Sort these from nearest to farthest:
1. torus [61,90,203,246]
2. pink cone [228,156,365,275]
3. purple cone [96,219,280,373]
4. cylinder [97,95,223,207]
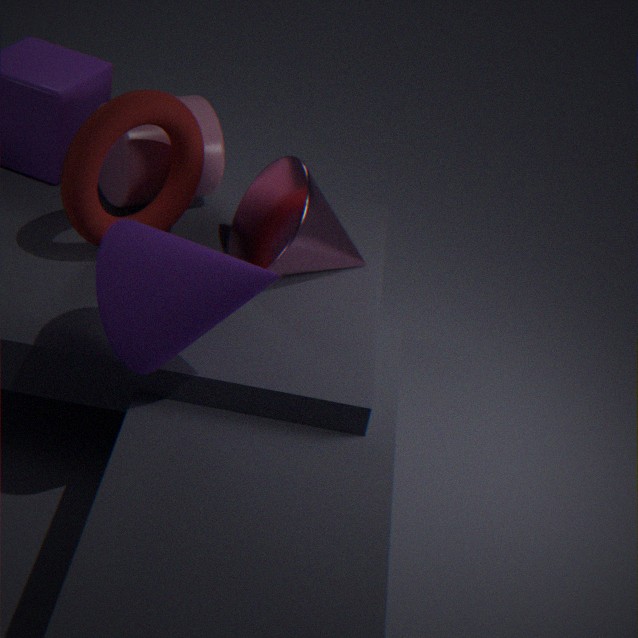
1. purple cone [96,219,280,373]
2. torus [61,90,203,246]
3. pink cone [228,156,365,275]
4. cylinder [97,95,223,207]
